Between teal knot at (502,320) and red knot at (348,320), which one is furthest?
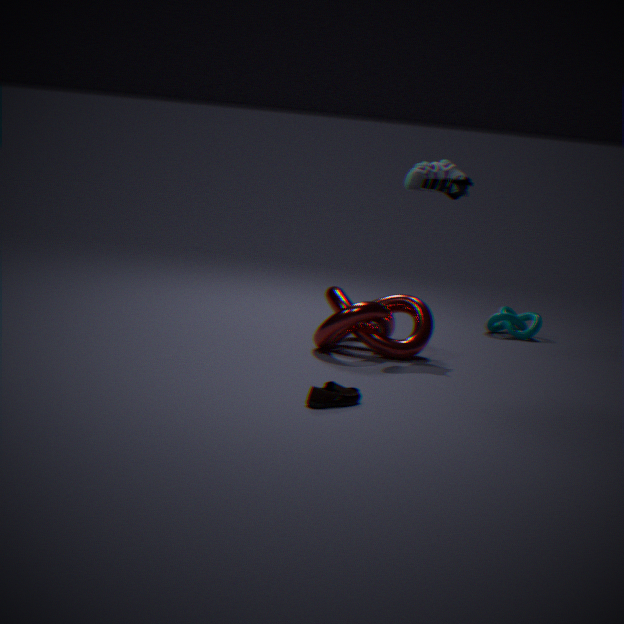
teal knot at (502,320)
